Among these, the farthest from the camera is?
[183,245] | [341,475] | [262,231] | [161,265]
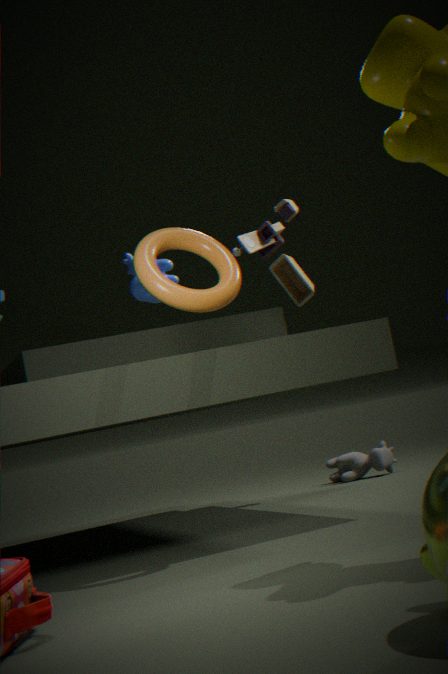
[341,475]
